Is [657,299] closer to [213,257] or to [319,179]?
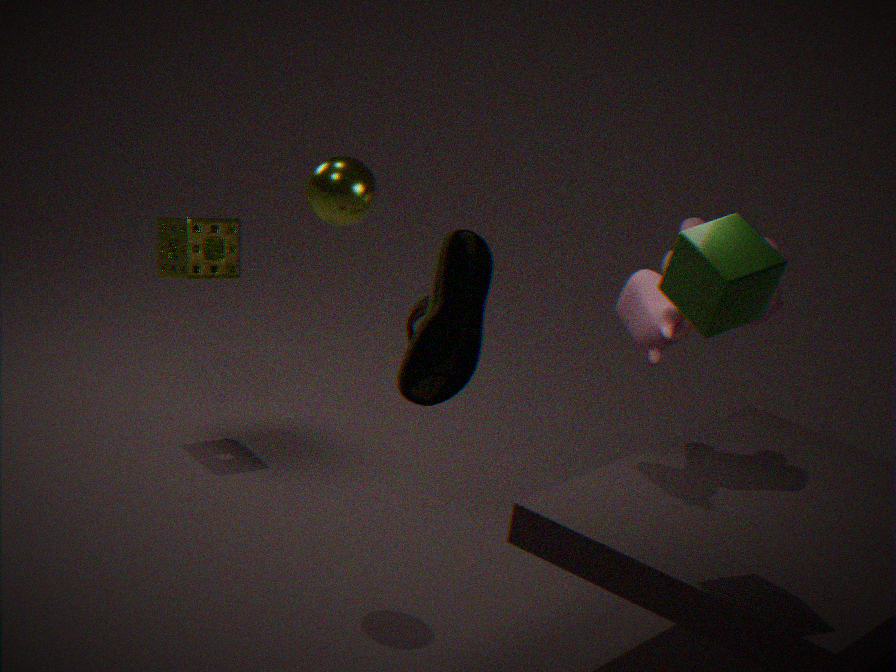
[319,179]
